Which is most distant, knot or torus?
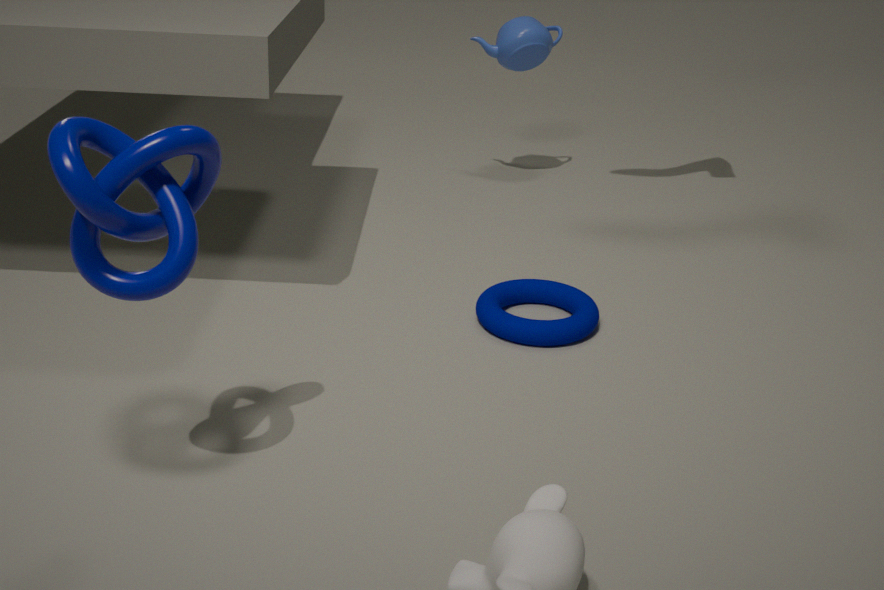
torus
